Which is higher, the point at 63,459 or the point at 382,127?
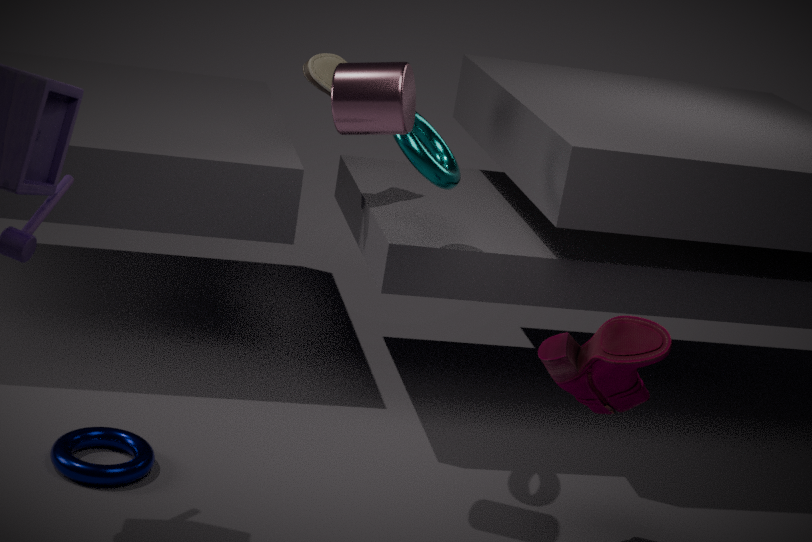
the point at 382,127
